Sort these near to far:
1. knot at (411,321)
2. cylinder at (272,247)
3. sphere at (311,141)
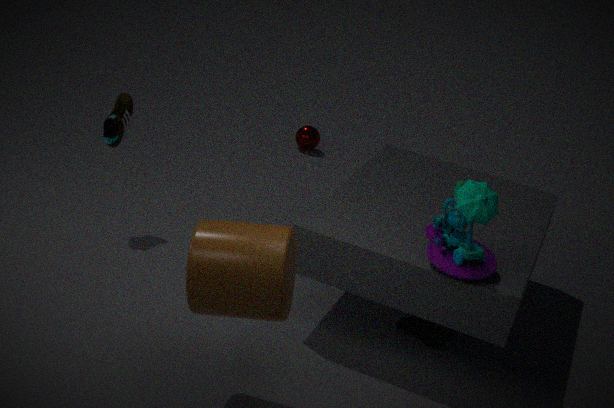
cylinder at (272,247), knot at (411,321), sphere at (311,141)
